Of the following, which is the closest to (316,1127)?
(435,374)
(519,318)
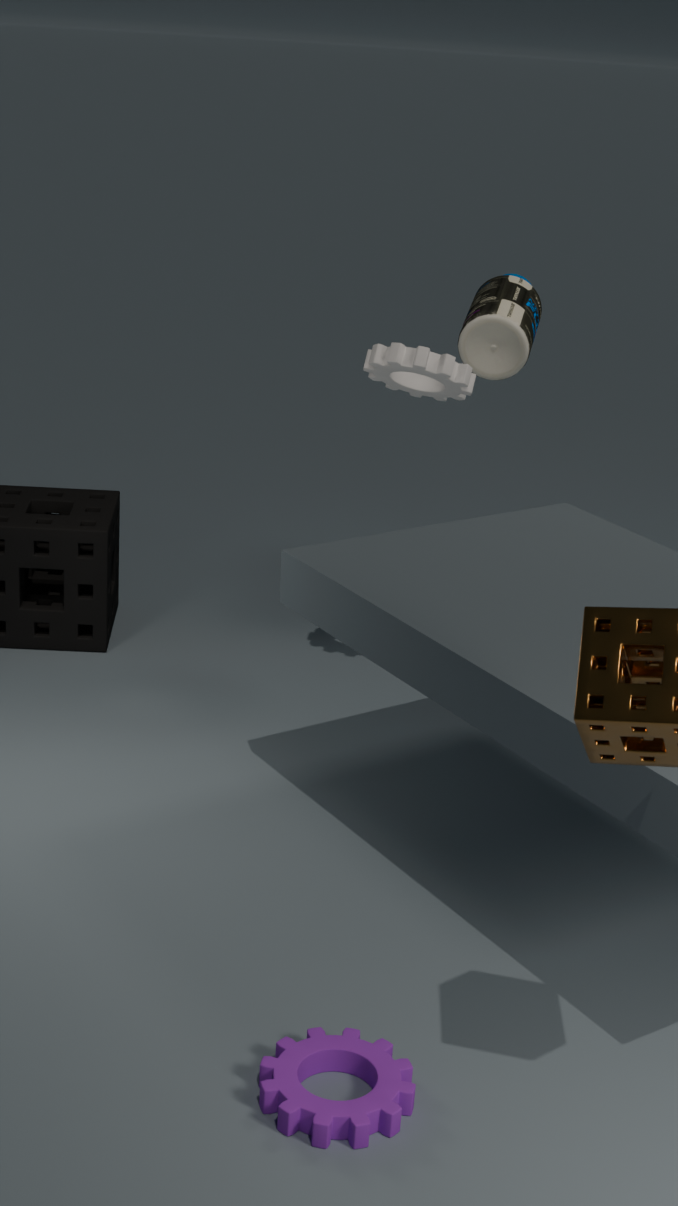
(435,374)
